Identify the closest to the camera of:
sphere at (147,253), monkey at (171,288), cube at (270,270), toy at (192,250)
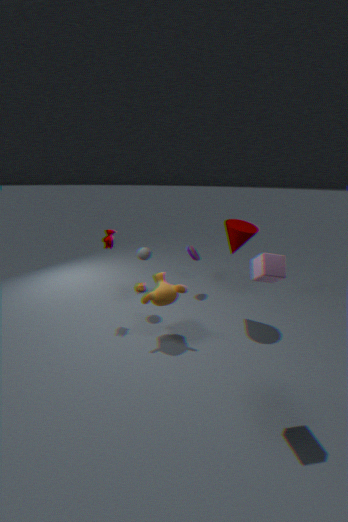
cube at (270,270)
